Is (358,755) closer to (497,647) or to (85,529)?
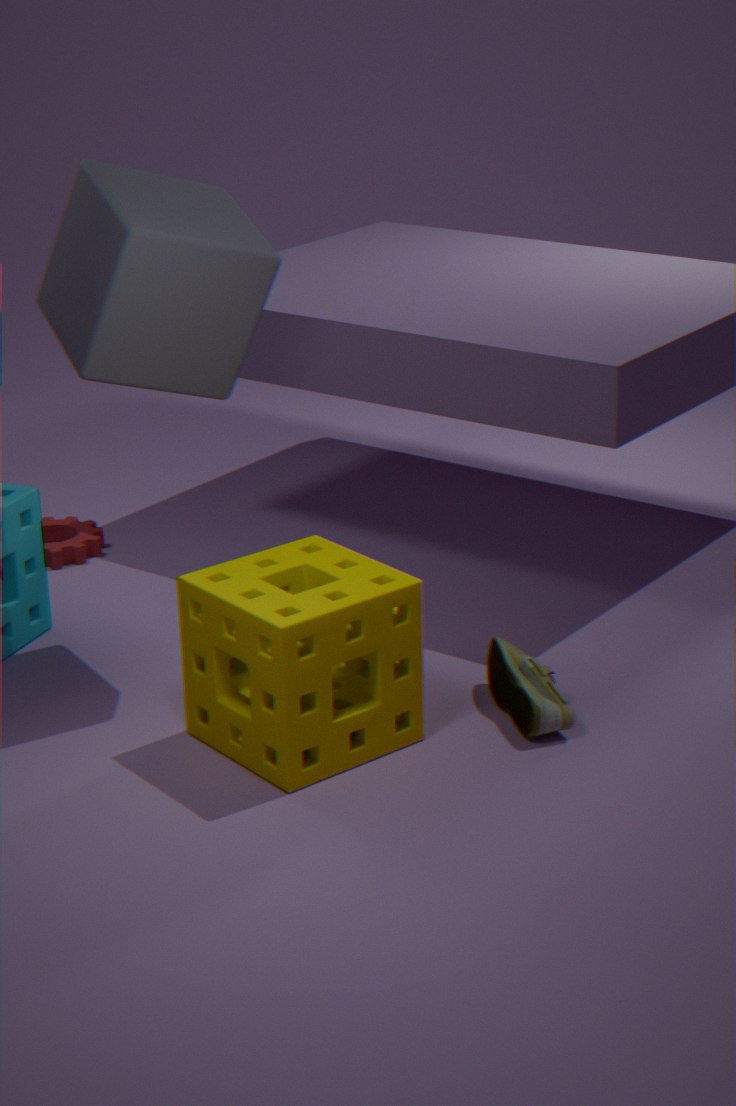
(497,647)
